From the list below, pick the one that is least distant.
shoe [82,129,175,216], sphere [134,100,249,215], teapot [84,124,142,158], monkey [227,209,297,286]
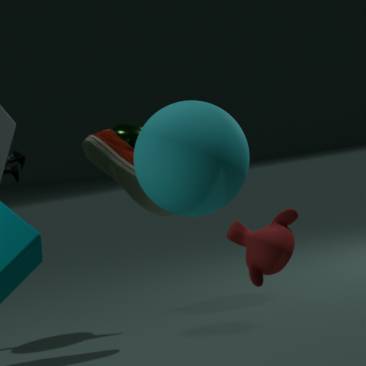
monkey [227,209,297,286]
